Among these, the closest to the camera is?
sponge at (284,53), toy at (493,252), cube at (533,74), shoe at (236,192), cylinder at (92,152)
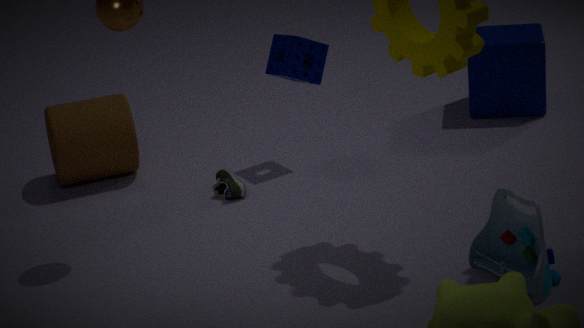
toy at (493,252)
